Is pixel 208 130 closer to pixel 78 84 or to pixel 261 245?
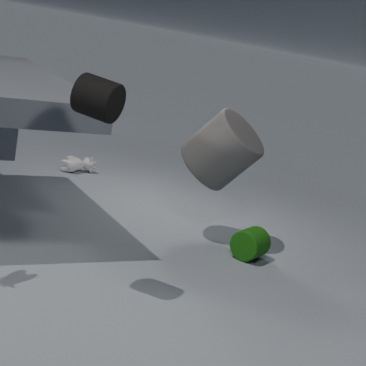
Result: pixel 261 245
